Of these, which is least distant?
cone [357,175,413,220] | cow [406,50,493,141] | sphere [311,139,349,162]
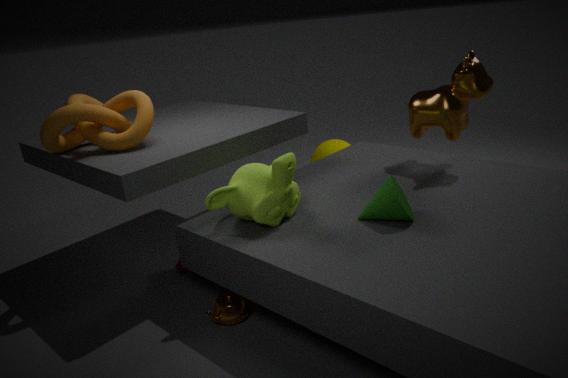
cone [357,175,413,220]
